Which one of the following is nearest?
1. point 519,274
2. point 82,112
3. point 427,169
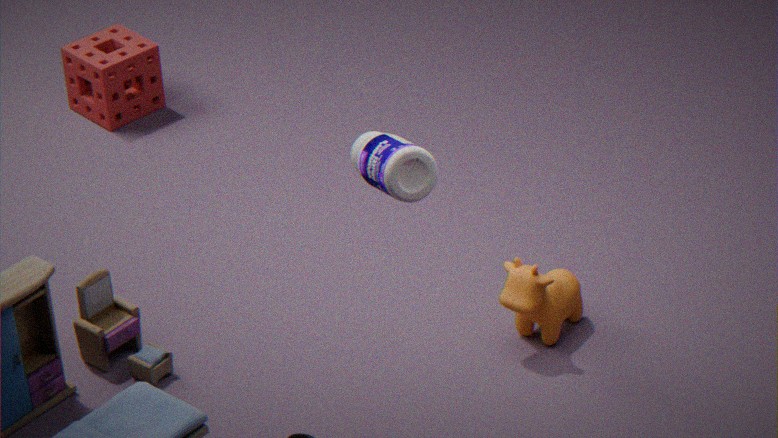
point 427,169
